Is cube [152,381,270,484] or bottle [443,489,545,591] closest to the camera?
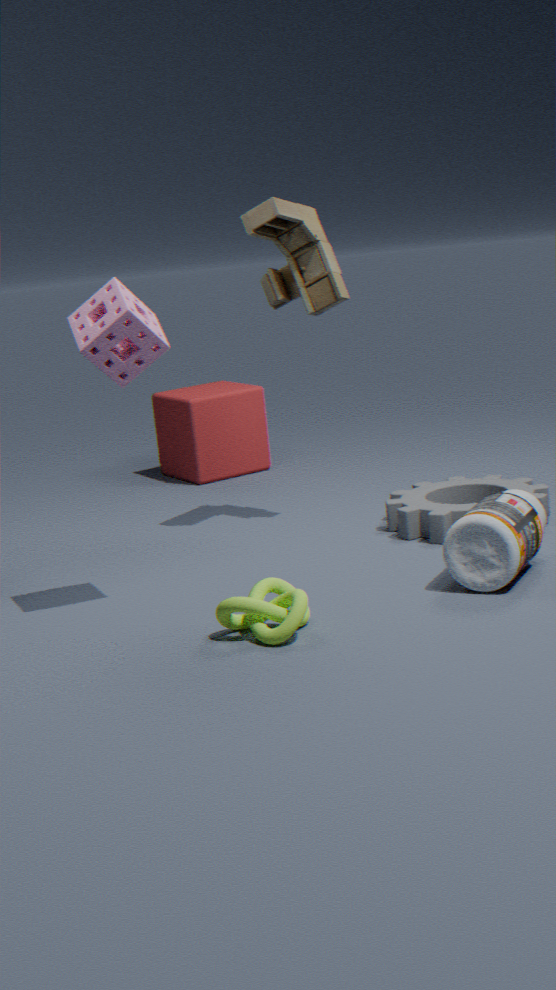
bottle [443,489,545,591]
